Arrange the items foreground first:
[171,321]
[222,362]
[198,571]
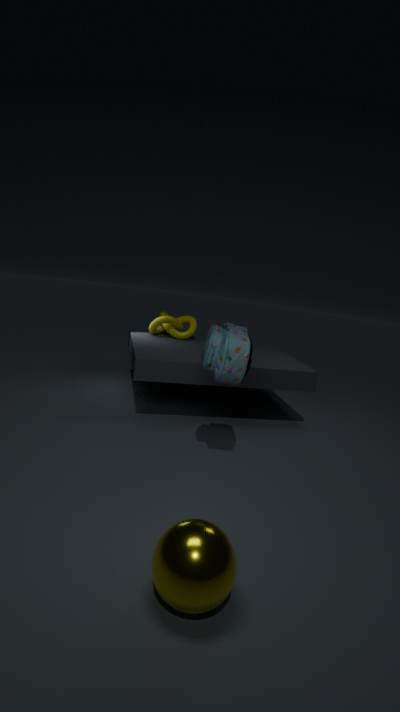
[198,571]
[222,362]
[171,321]
